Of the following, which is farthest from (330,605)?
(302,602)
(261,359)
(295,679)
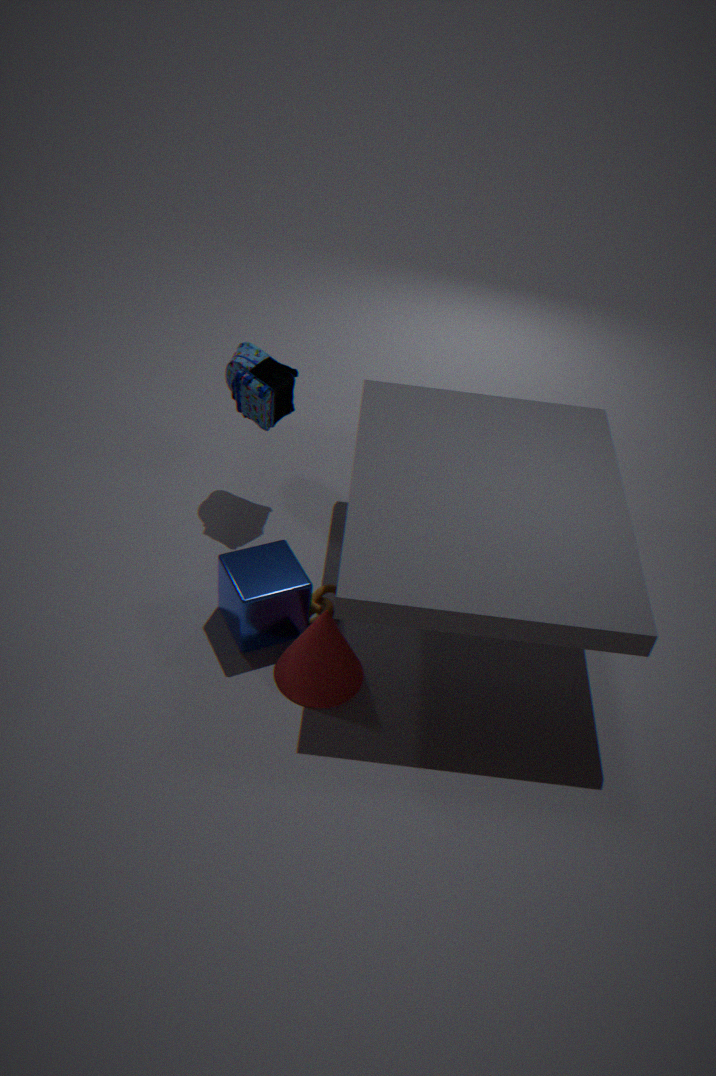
(261,359)
